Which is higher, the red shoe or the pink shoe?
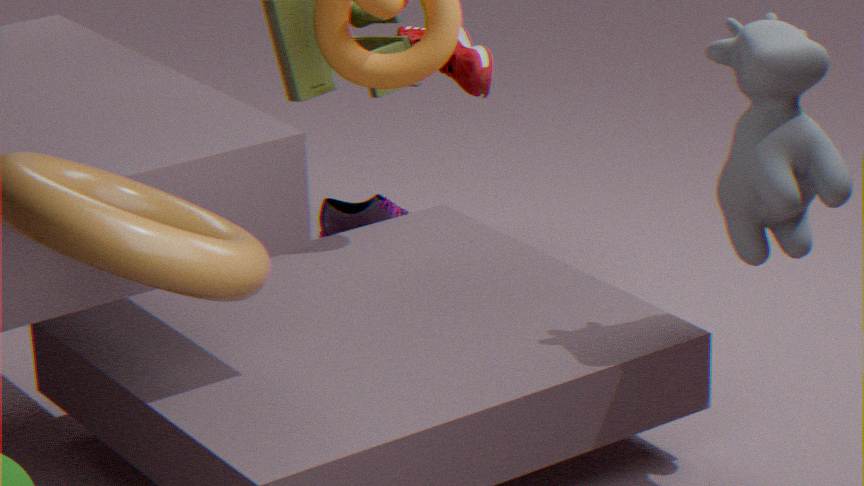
the red shoe
